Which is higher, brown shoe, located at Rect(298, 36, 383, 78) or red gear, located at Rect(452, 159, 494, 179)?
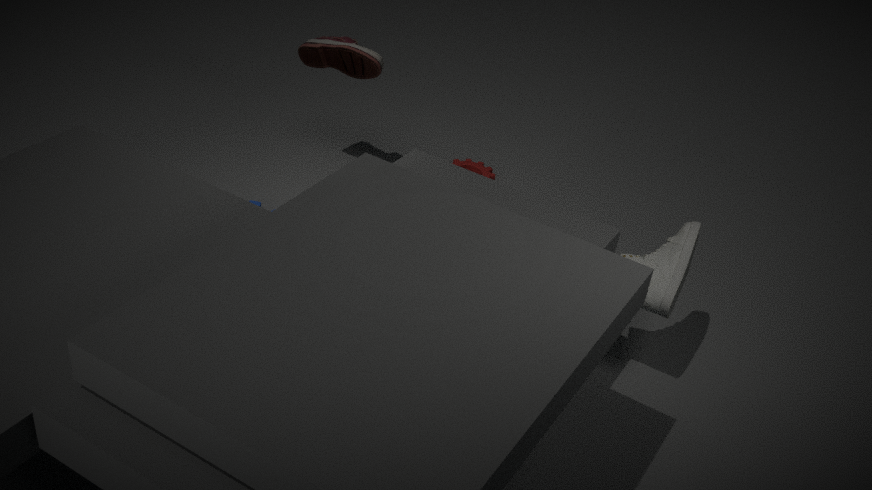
brown shoe, located at Rect(298, 36, 383, 78)
